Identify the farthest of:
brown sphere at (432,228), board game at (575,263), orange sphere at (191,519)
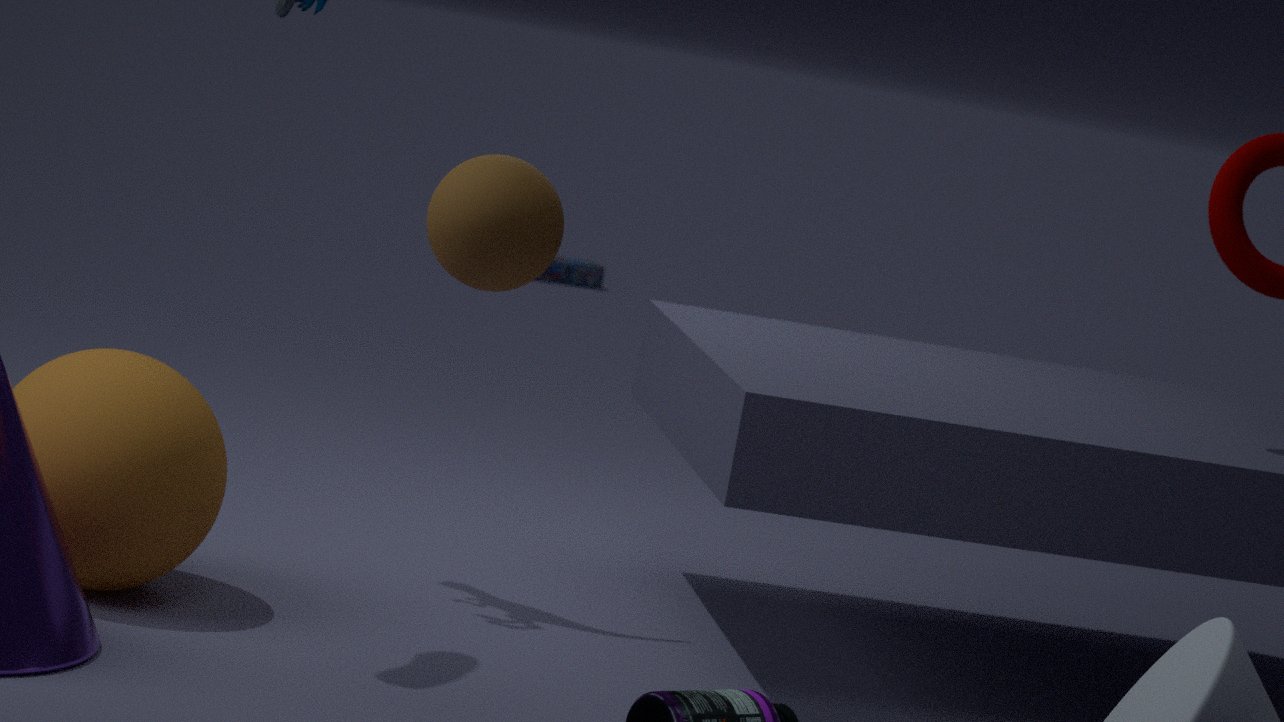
board game at (575,263)
